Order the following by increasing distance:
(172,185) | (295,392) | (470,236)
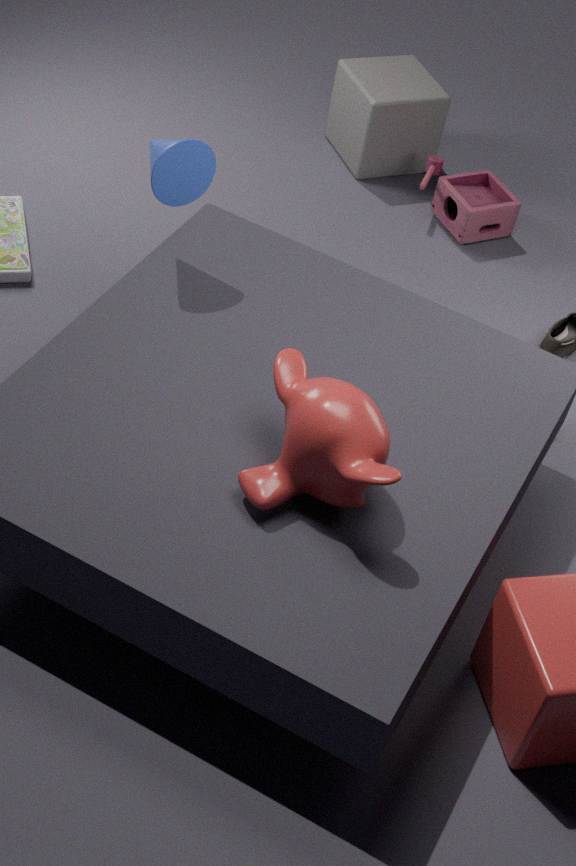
(295,392), (172,185), (470,236)
